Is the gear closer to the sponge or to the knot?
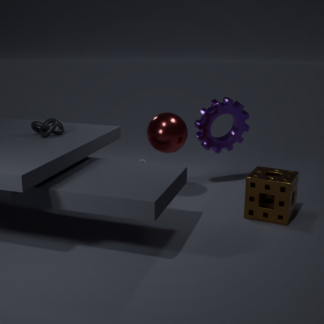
the sponge
